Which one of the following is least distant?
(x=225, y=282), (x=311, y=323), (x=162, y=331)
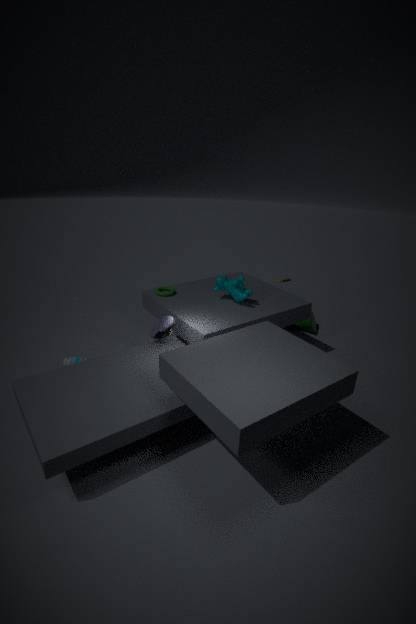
(x=162, y=331)
